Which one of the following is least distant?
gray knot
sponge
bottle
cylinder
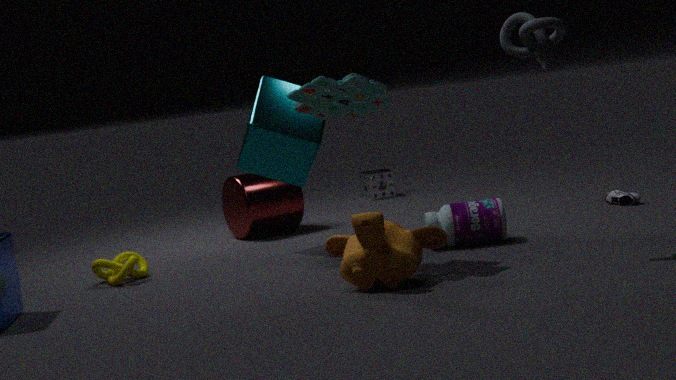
gray knot
